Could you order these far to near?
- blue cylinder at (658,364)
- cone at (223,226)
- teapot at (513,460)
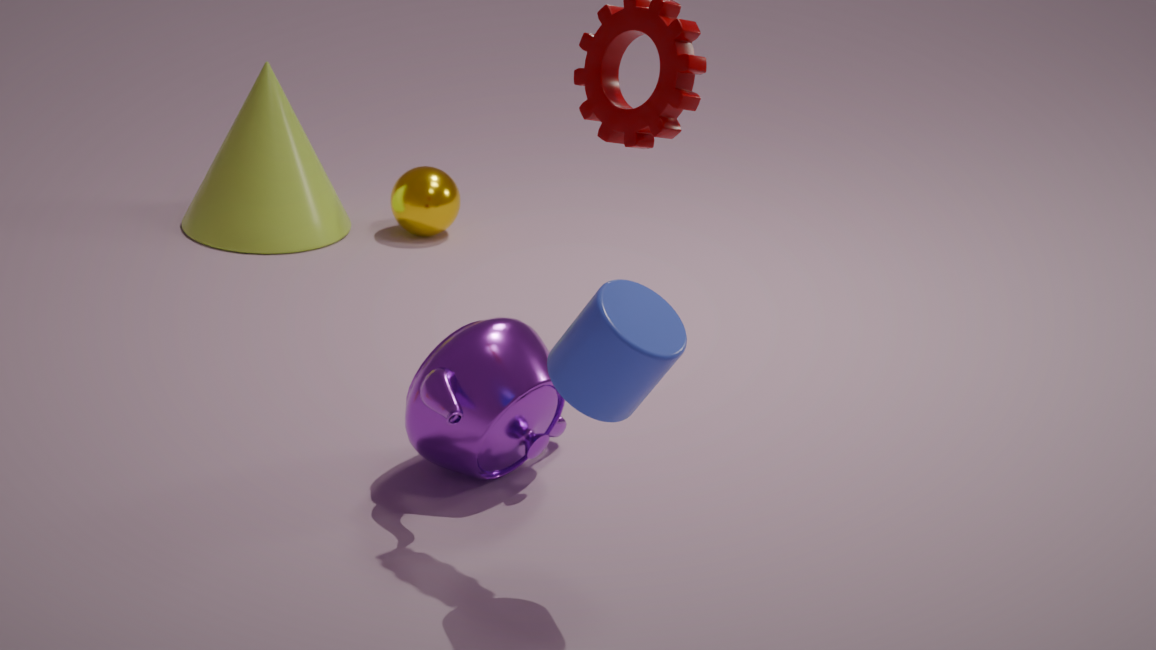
cone at (223,226) < teapot at (513,460) < blue cylinder at (658,364)
